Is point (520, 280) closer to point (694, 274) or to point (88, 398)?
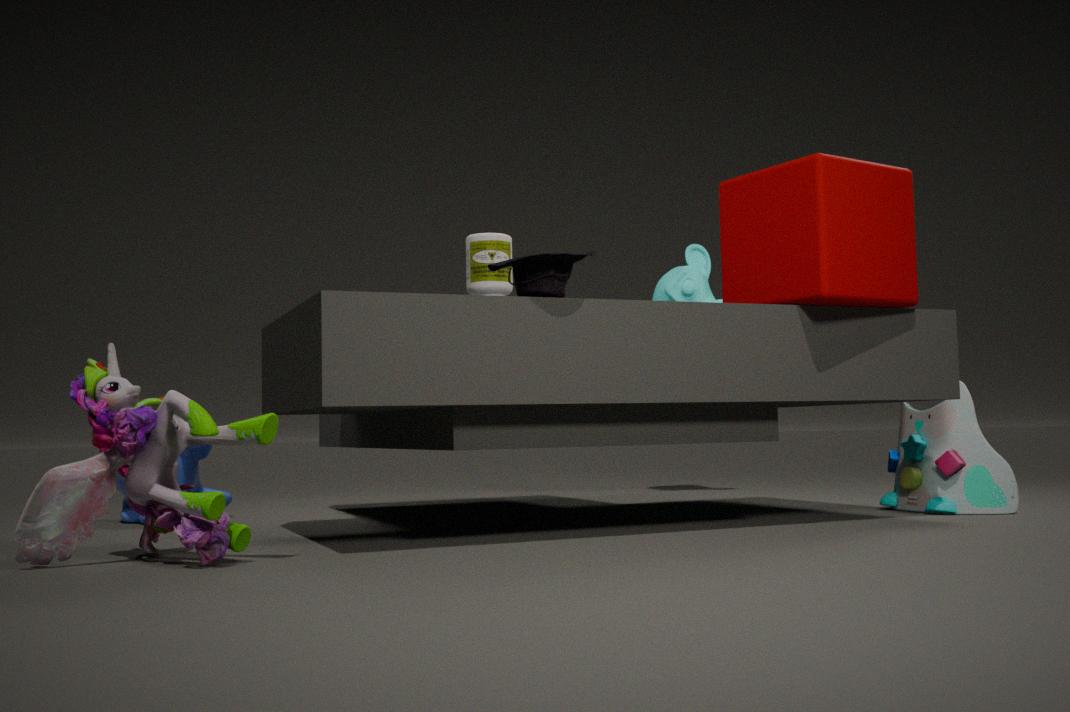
point (88, 398)
